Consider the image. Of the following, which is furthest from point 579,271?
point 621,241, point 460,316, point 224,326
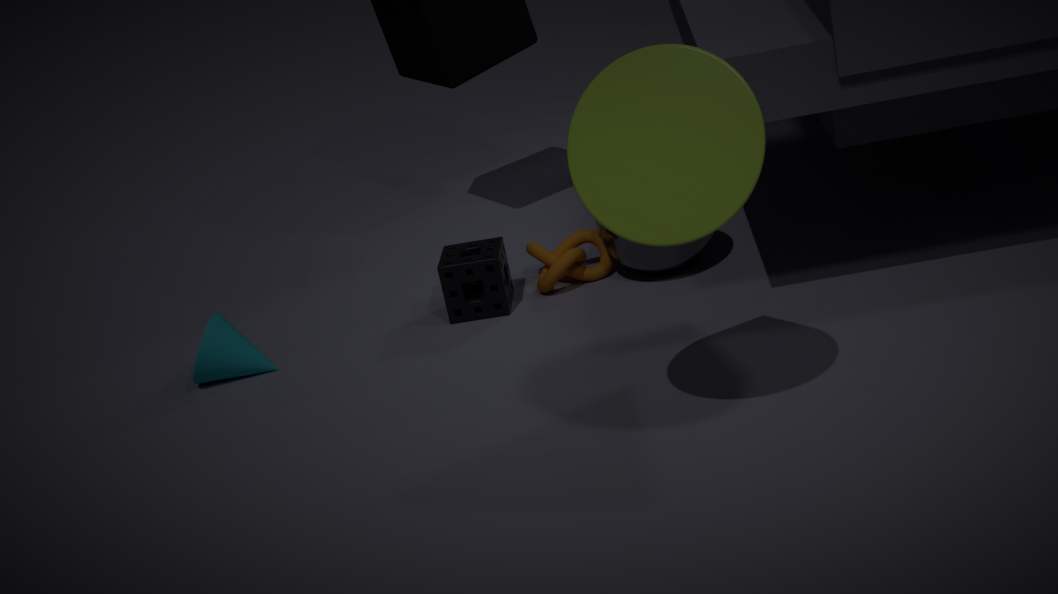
point 224,326
